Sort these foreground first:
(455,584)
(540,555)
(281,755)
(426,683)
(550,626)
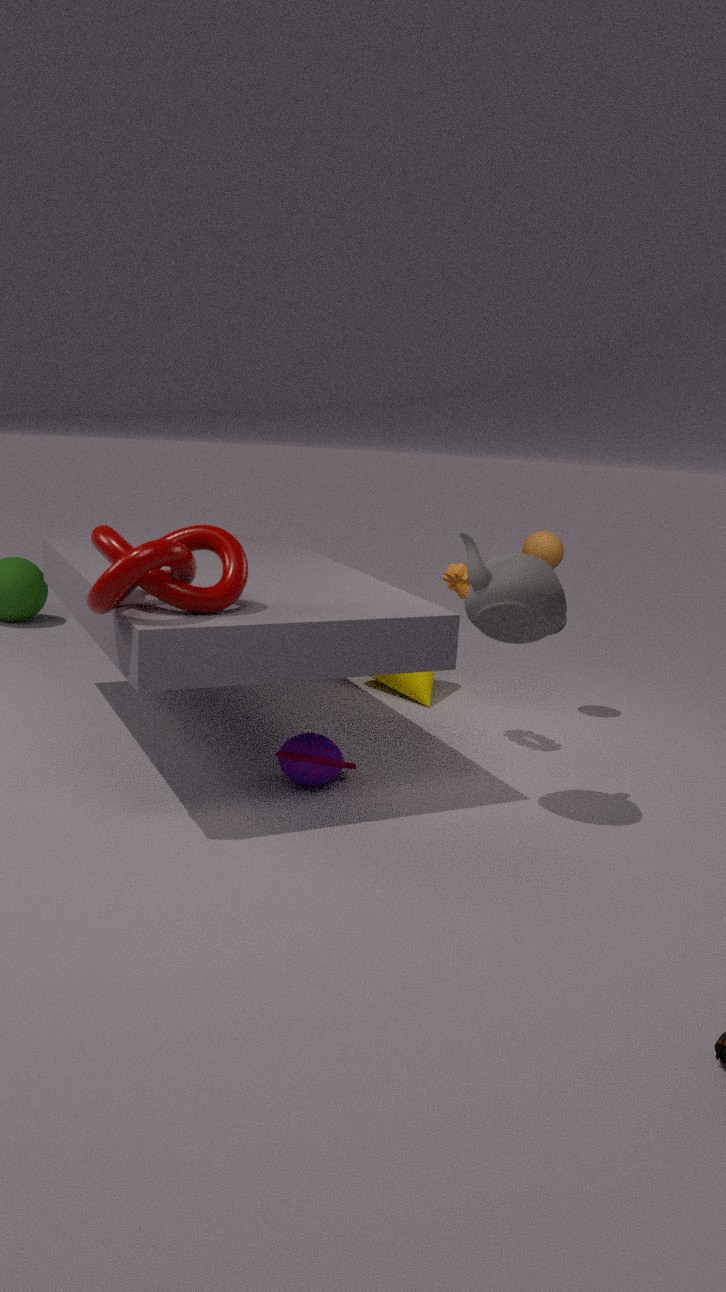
(550,626), (281,755), (455,584), (540,555), (426,683)
